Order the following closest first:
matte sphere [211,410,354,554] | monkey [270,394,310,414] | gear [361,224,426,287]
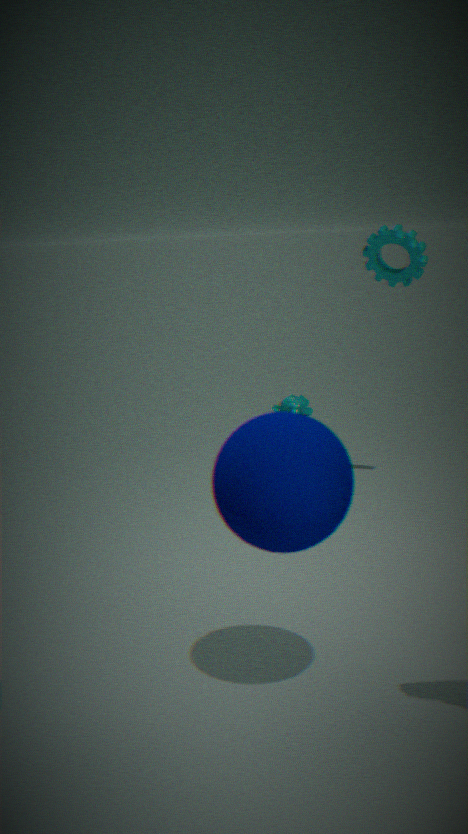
matte sphere [211,410,354,554], gear [361,224,426,287], monkey [270,394,310,414]
